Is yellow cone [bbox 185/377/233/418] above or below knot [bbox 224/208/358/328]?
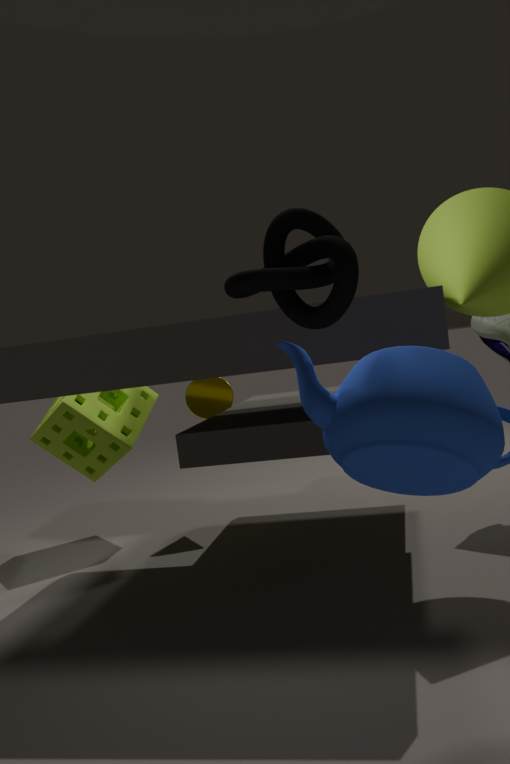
below
